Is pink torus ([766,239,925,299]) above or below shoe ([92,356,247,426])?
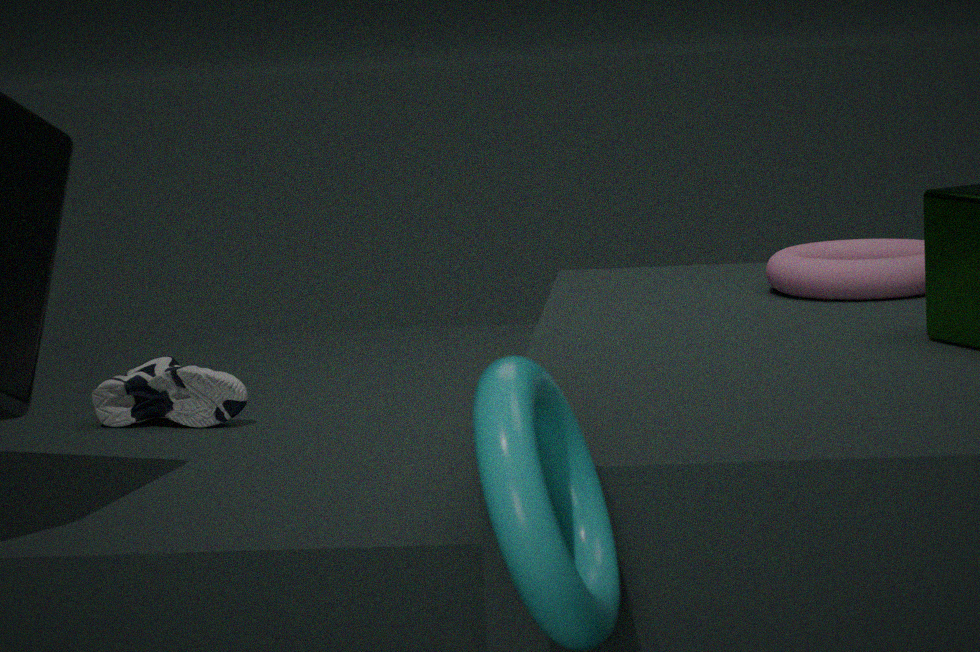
above
